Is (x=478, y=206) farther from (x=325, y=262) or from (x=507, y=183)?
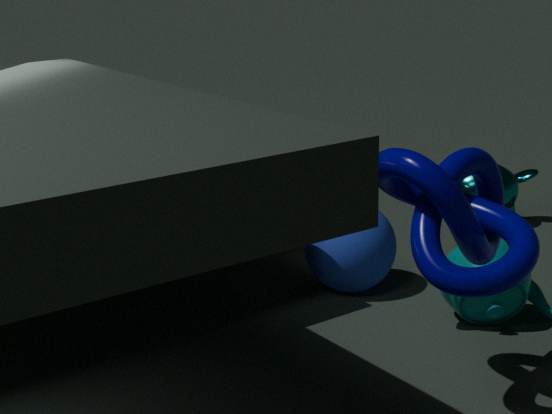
(x=507, y=183)
